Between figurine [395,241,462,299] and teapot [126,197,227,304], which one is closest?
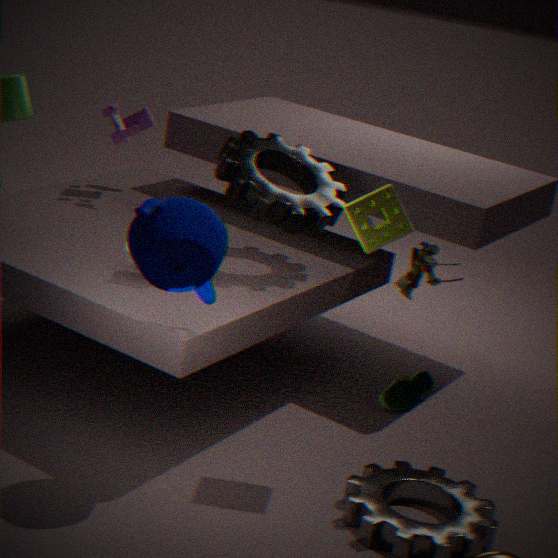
teapot [126,197,227,304]
